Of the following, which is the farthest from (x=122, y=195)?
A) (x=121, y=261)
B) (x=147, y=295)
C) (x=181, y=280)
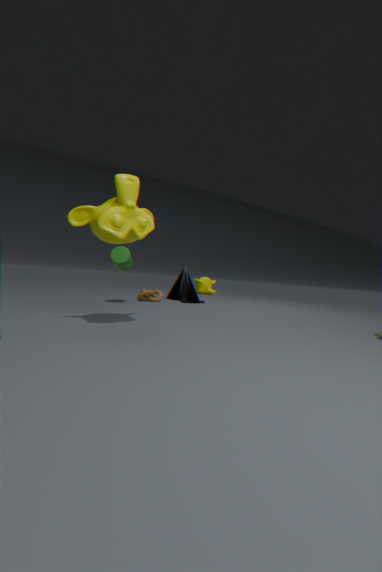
(x=181, y=280)
